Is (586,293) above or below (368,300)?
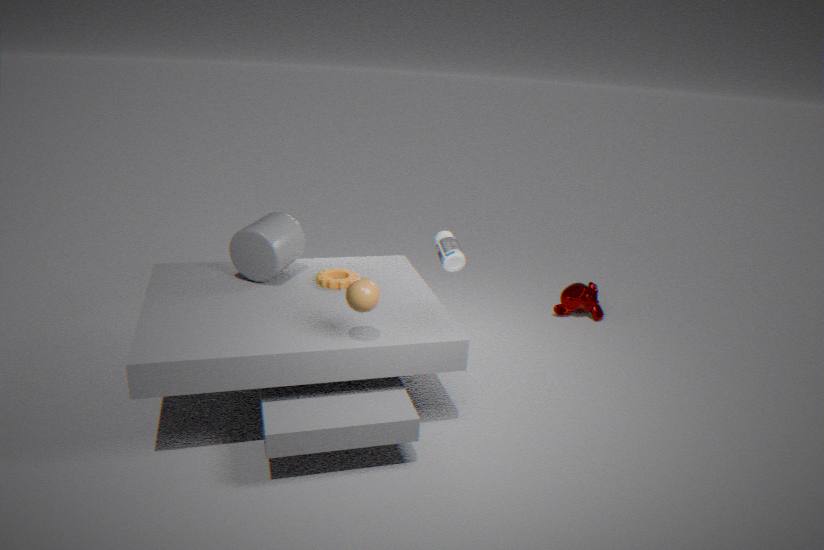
below
